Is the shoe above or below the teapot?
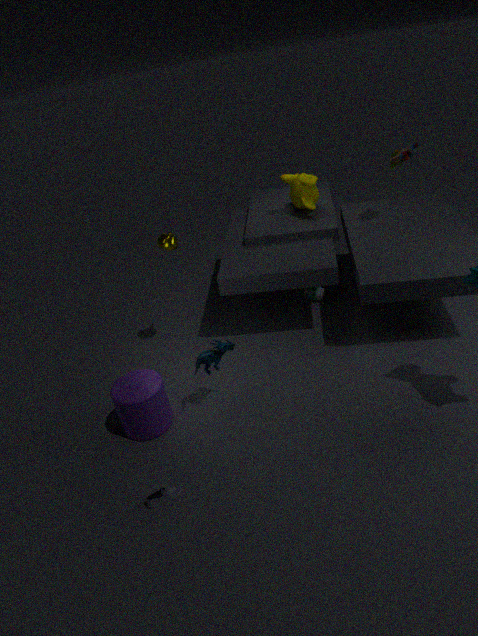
below
